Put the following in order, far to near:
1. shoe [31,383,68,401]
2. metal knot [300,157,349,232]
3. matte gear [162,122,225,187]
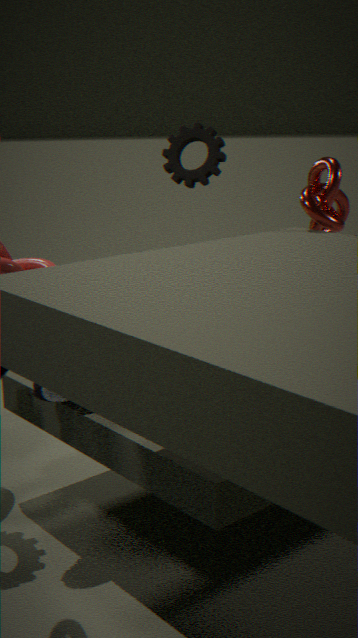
matte gear [162,122,225,187] < metal knot [300,157,349,232] < shoe [31,383,68,401]
